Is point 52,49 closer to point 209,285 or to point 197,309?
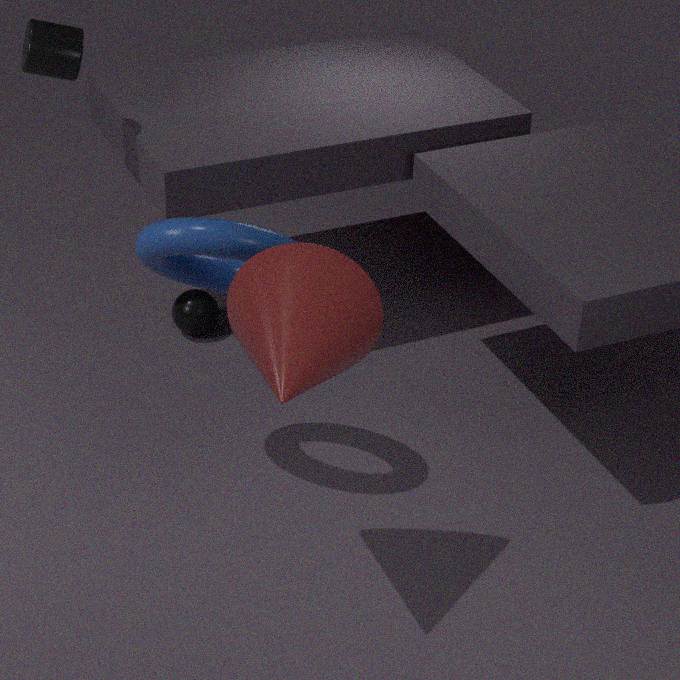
point 209,285
